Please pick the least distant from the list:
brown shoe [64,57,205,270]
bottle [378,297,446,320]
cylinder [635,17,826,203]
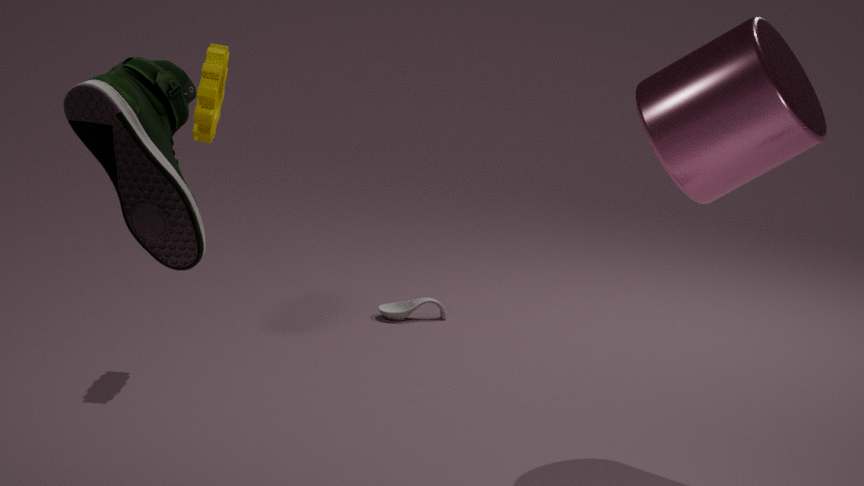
brown shoe [64,57,205,270]
